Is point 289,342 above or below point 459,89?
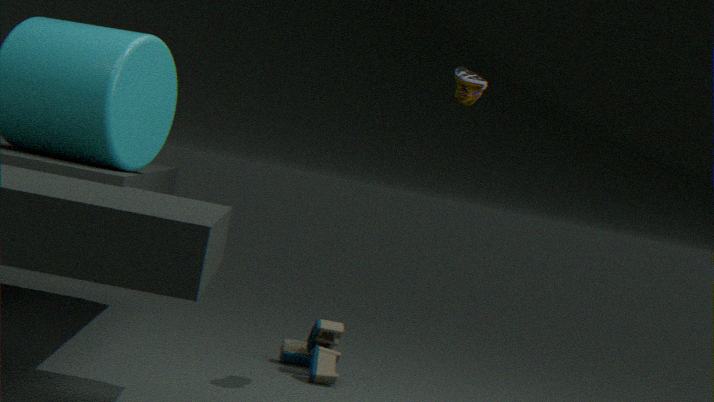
below
